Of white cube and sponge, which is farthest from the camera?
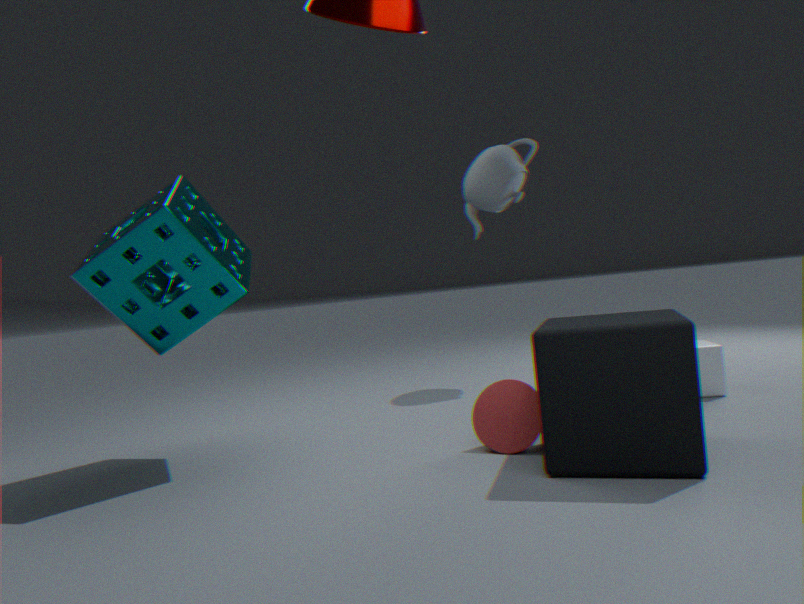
white cube
